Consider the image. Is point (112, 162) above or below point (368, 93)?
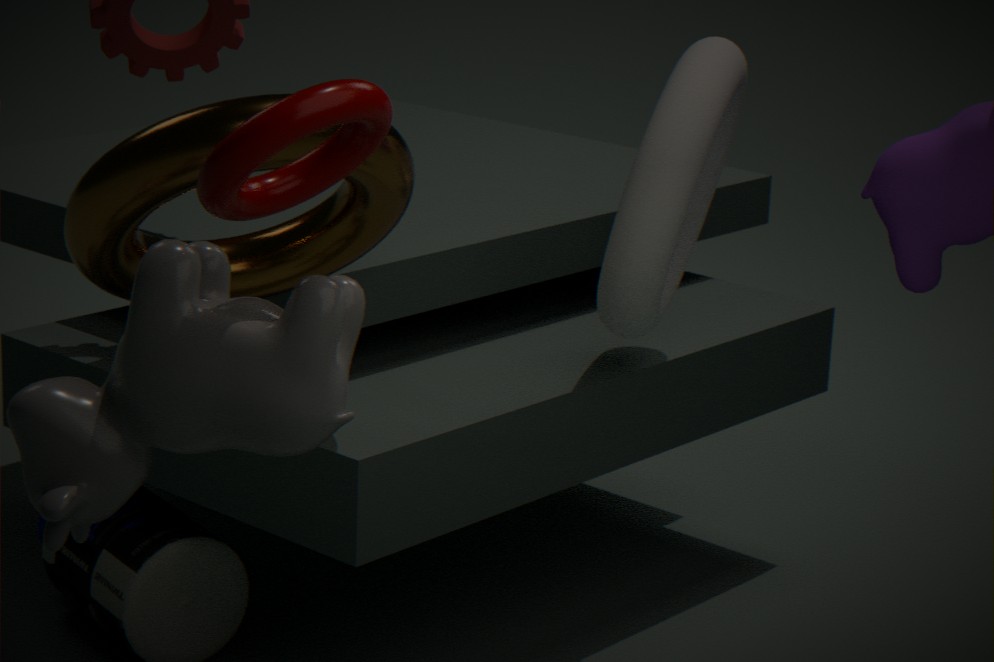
below
